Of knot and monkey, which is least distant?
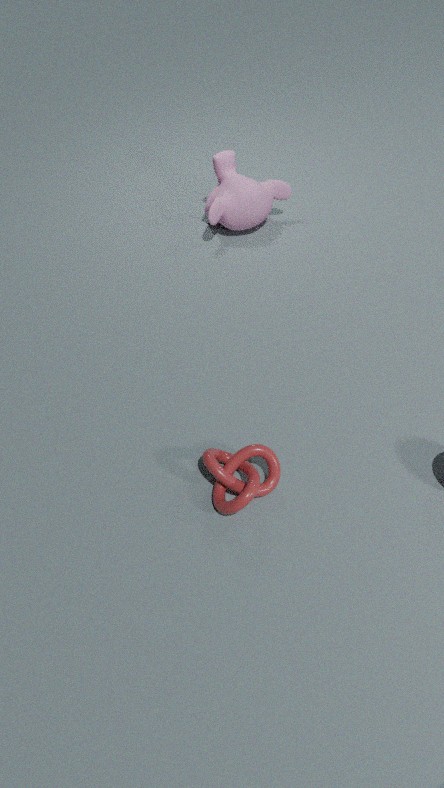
knot
